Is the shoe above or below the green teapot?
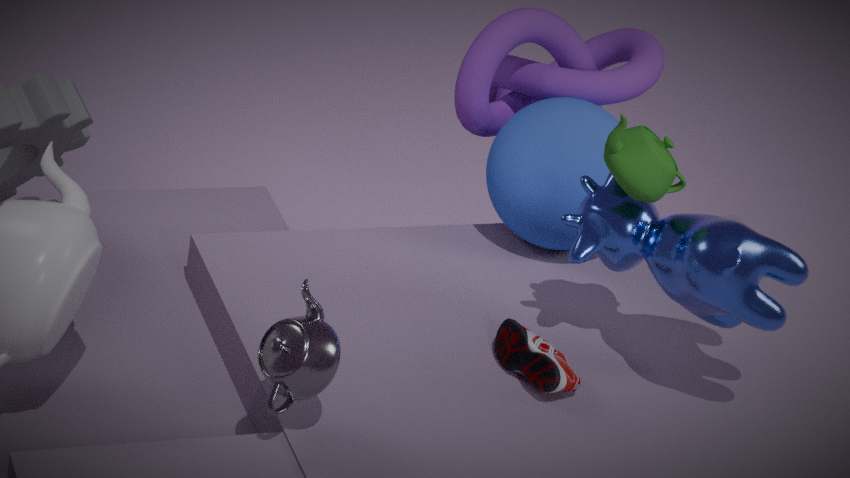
below
